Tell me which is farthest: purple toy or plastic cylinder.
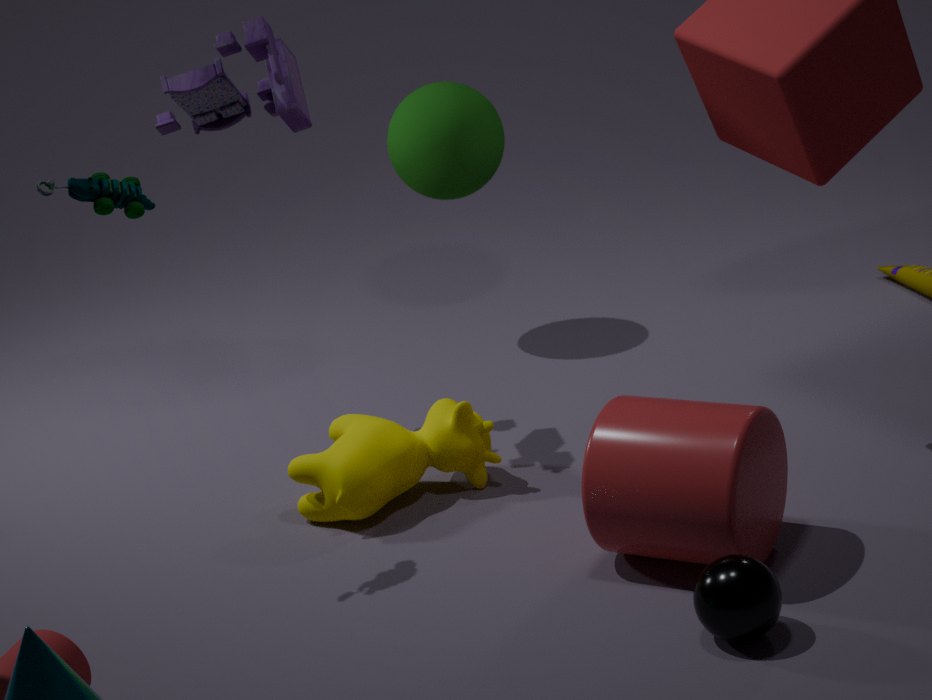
purple toy
